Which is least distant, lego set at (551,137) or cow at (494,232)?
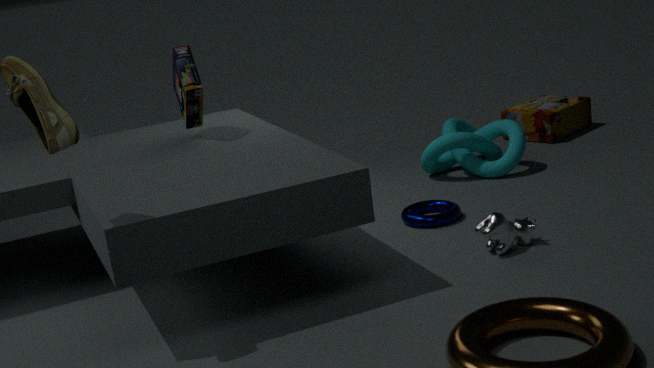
cow at (494,232)
